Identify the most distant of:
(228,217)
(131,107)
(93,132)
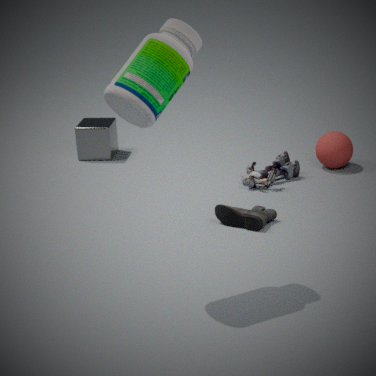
(93,132)
